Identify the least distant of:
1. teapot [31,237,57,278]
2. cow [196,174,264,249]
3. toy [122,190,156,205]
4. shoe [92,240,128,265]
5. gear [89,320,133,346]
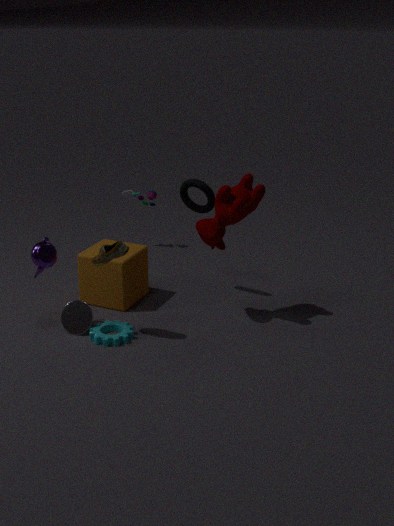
shoe [92,240,128,265]
